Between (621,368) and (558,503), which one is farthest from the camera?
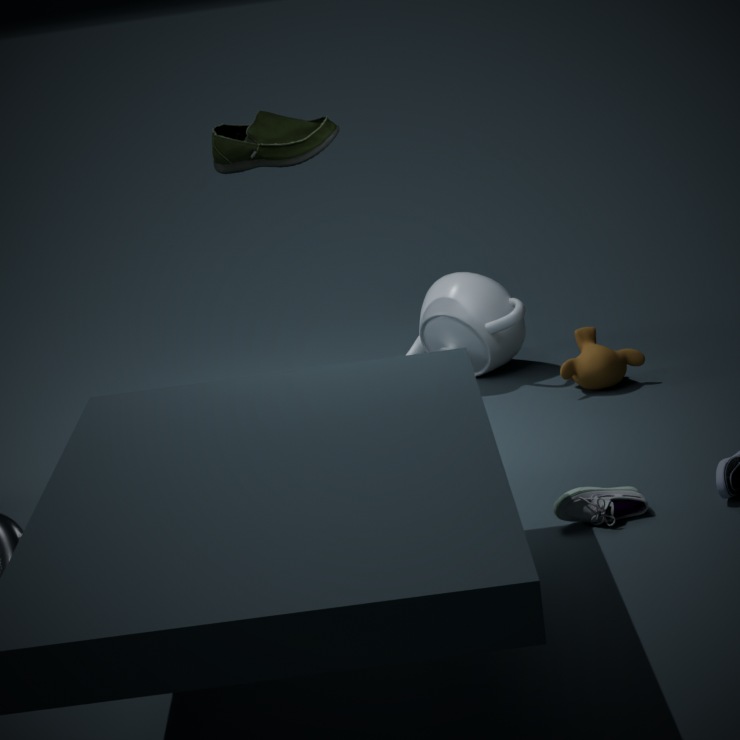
(621,368)
